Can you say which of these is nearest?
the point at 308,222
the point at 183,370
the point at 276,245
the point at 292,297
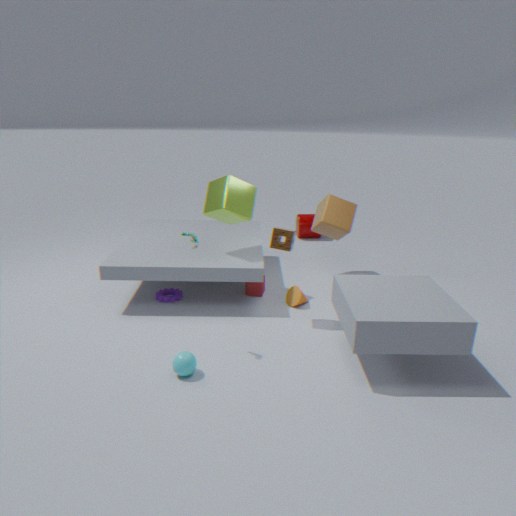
the point at 183,370
